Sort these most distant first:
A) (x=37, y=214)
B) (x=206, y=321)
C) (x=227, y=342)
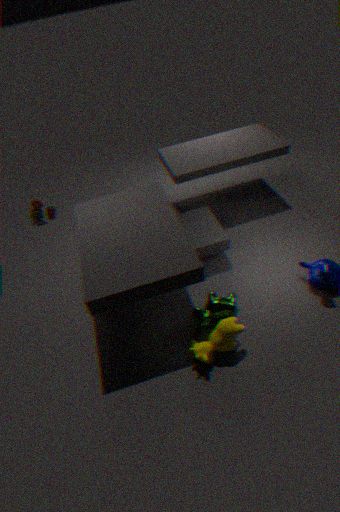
(x=37, y=214)
(x=206, y=321)
(x=227, y=342)
